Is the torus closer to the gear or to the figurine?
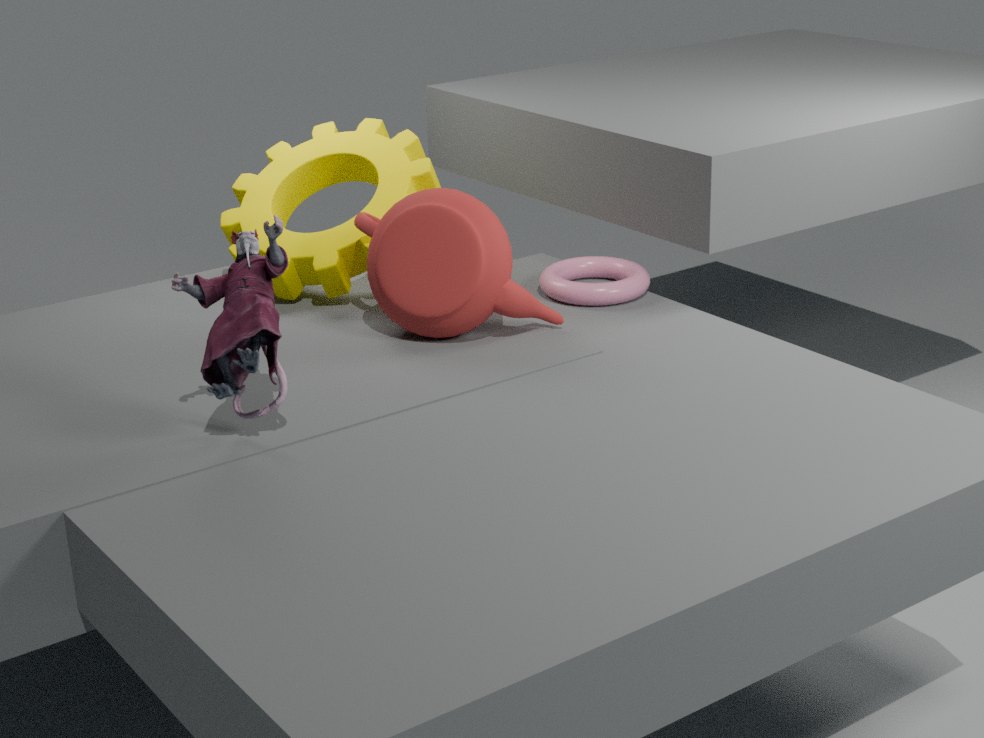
the gear
